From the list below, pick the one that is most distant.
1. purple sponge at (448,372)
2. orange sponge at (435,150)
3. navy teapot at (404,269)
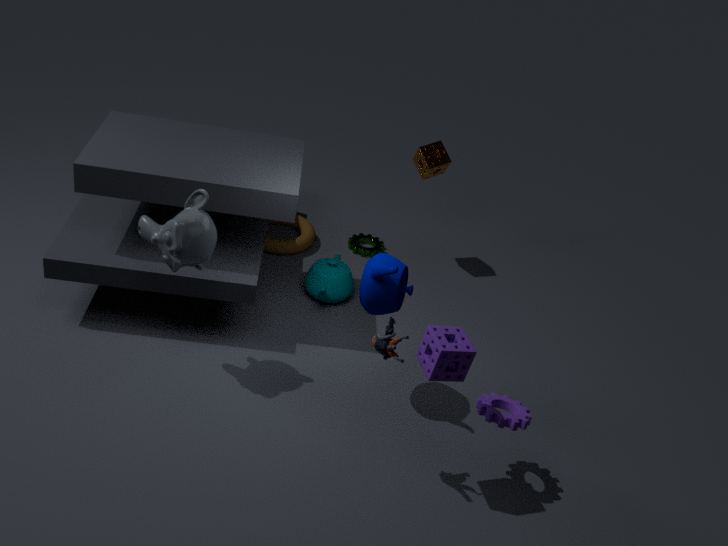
orange sponge at (435,150)
